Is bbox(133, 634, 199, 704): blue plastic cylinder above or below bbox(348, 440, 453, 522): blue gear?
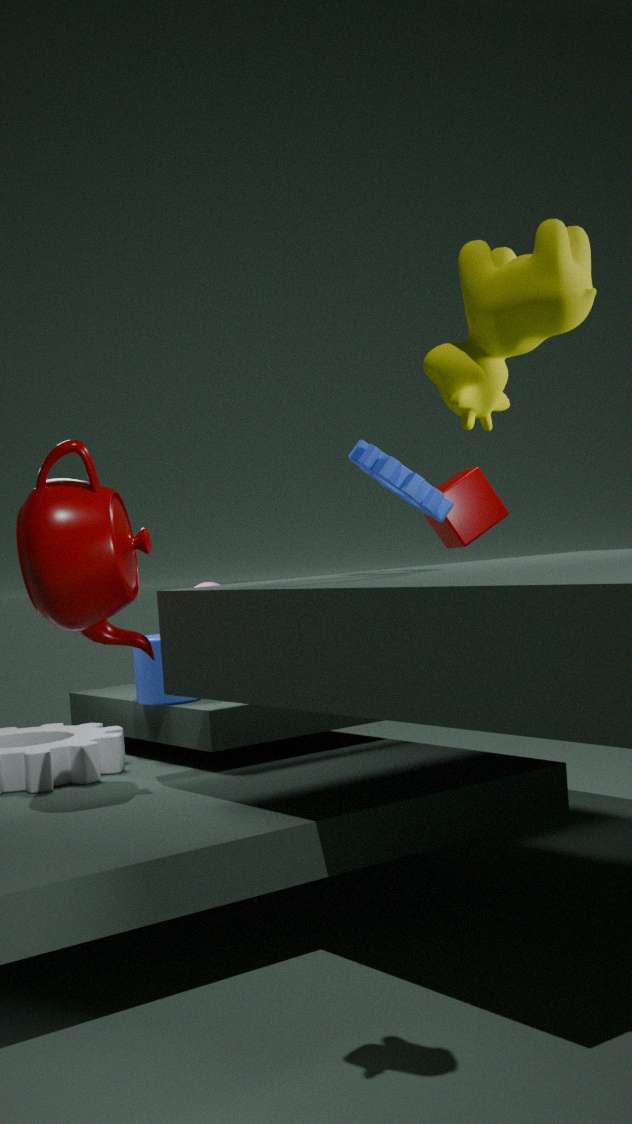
below
